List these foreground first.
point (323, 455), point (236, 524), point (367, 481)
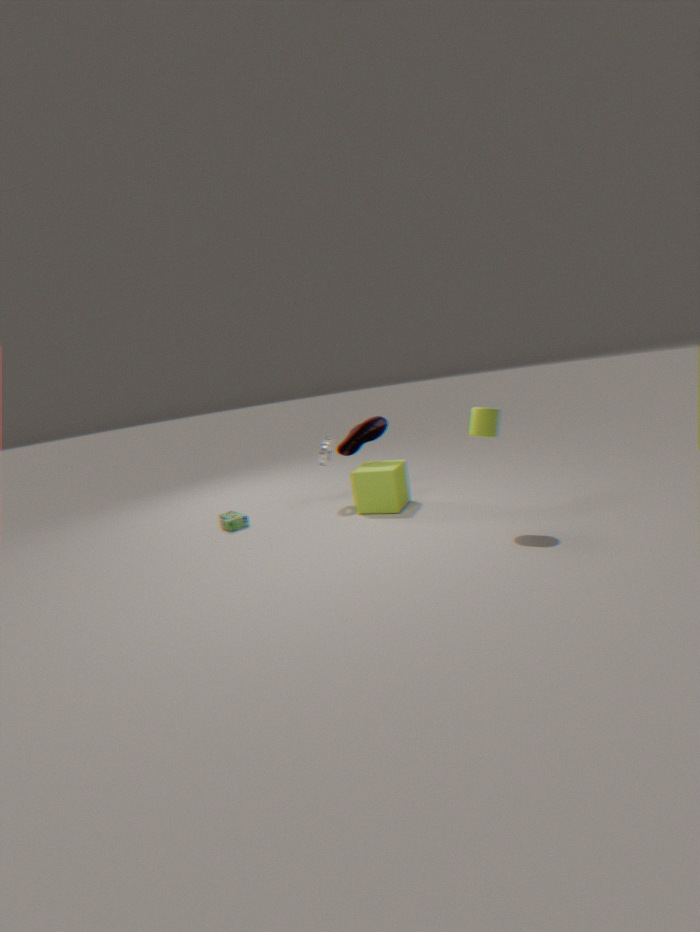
point (367, 481) < point (236, 524) < point (323, 455)
